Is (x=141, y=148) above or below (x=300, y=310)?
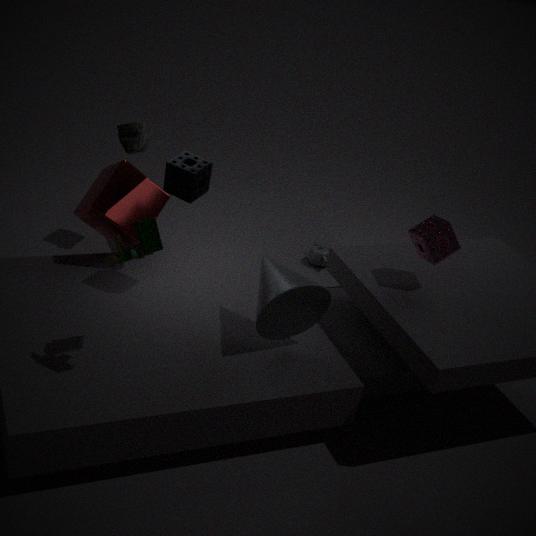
above
